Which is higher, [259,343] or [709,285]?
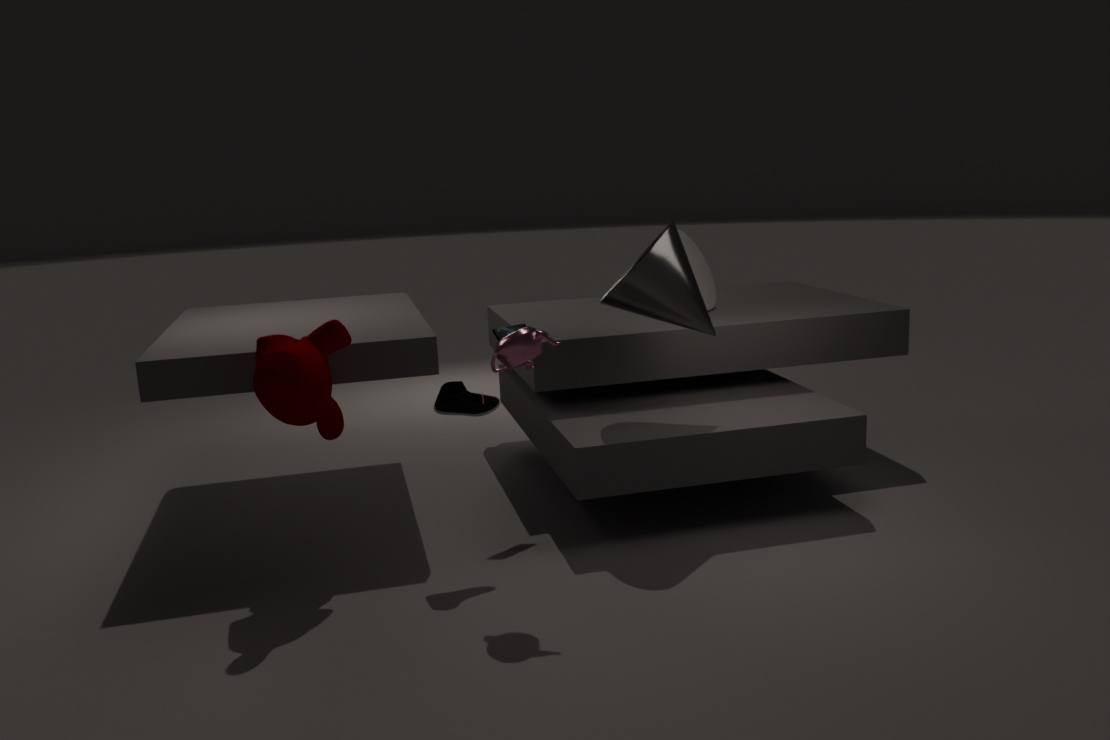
[709,285]
